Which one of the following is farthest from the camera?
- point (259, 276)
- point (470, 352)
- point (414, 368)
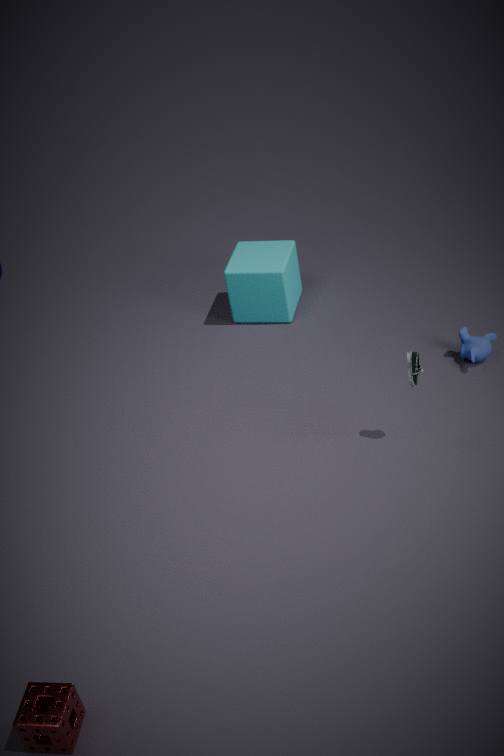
point (259, 276)
